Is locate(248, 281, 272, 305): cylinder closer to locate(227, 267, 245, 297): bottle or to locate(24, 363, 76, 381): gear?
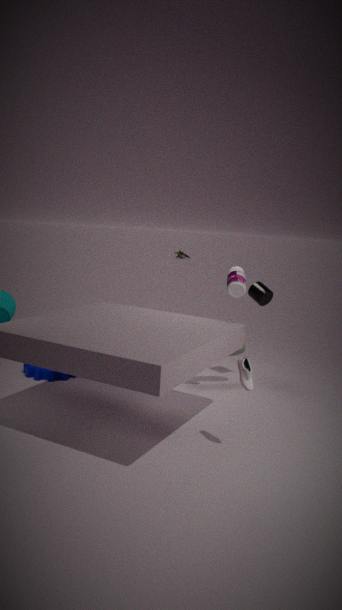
locate(227, 267, 245, 297): bottle
